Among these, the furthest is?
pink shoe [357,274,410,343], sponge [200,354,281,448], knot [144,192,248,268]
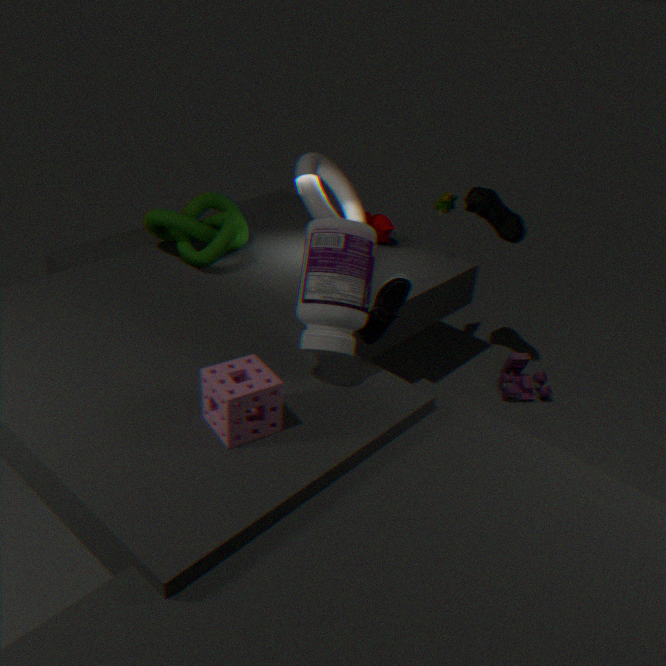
knot [144,192,248,268]
